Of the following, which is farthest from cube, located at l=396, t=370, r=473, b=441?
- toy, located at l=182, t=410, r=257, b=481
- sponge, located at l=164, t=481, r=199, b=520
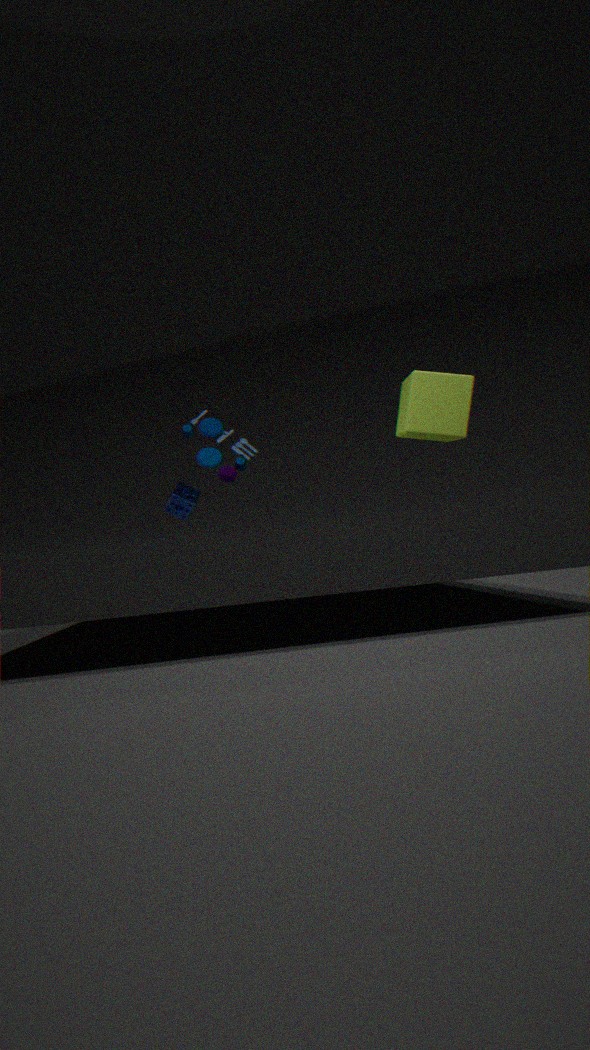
sponge, located at l=164, t=481, r=199, b=520
